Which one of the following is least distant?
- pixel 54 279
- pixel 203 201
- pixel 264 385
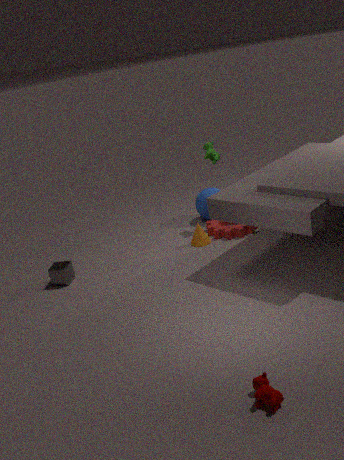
pixel 264 385
